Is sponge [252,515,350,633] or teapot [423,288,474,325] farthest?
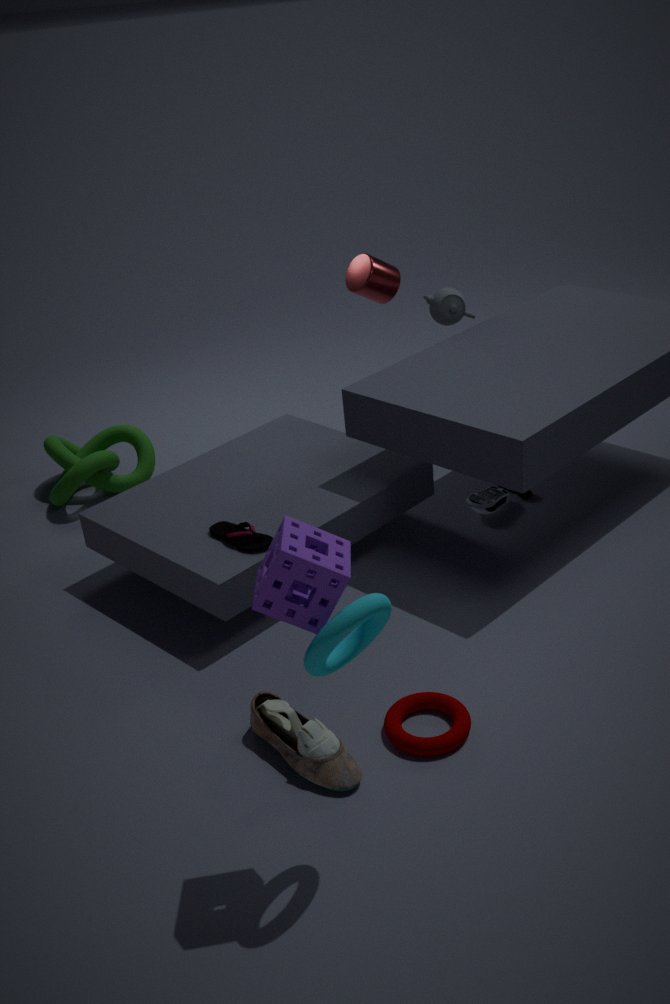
teapot [423,288,474,325]
